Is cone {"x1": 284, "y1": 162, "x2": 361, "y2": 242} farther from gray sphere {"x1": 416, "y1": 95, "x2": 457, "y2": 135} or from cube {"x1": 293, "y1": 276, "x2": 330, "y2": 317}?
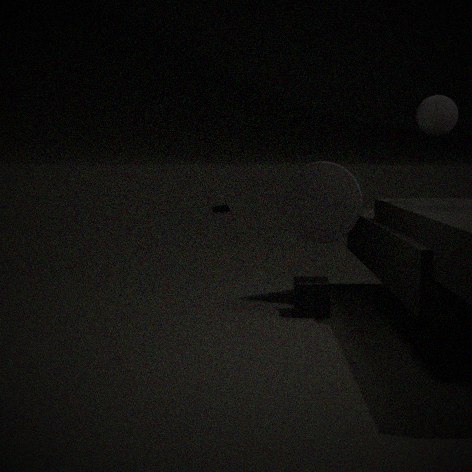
gray sphere {"x1": 416, "y1": 95, "x2": 457, "y2": 135}
